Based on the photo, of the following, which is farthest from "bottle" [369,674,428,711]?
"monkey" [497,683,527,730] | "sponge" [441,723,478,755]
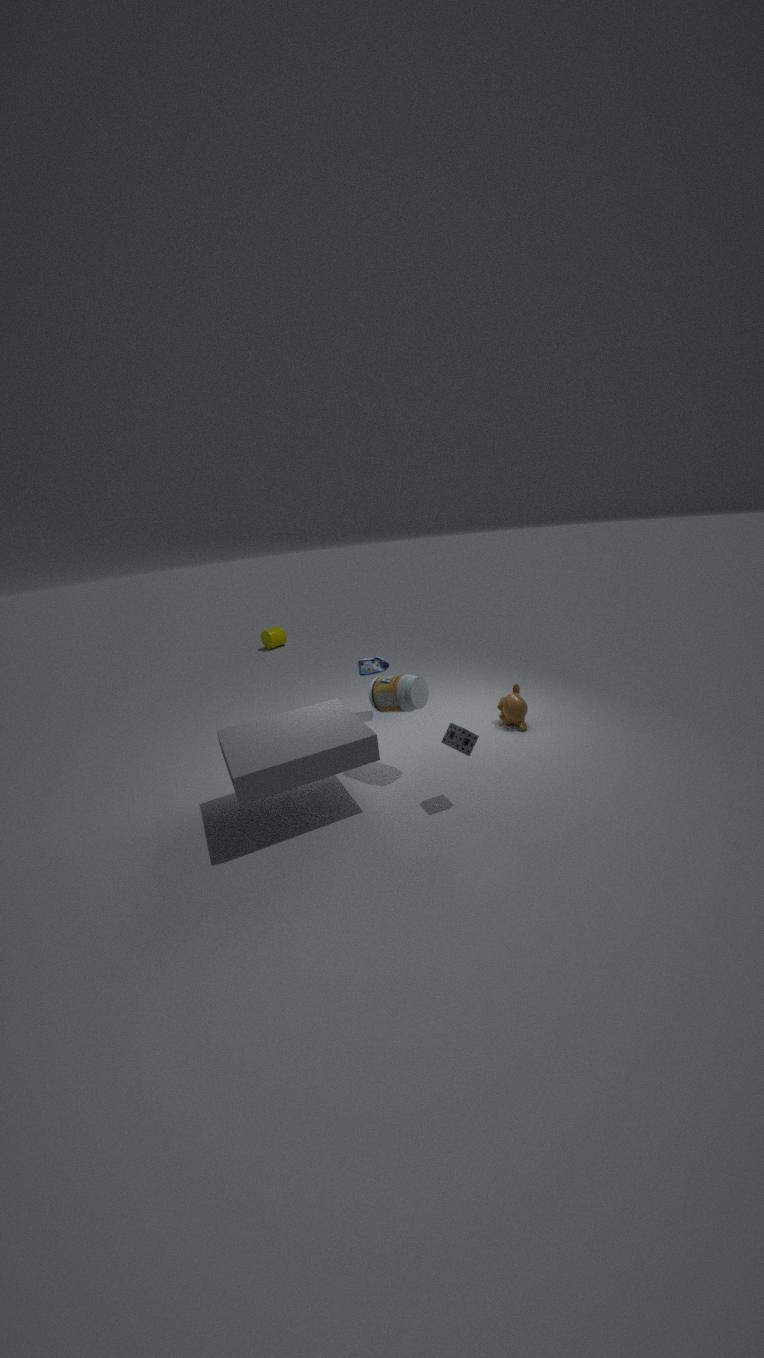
"monkey" [497,683,527,730]
